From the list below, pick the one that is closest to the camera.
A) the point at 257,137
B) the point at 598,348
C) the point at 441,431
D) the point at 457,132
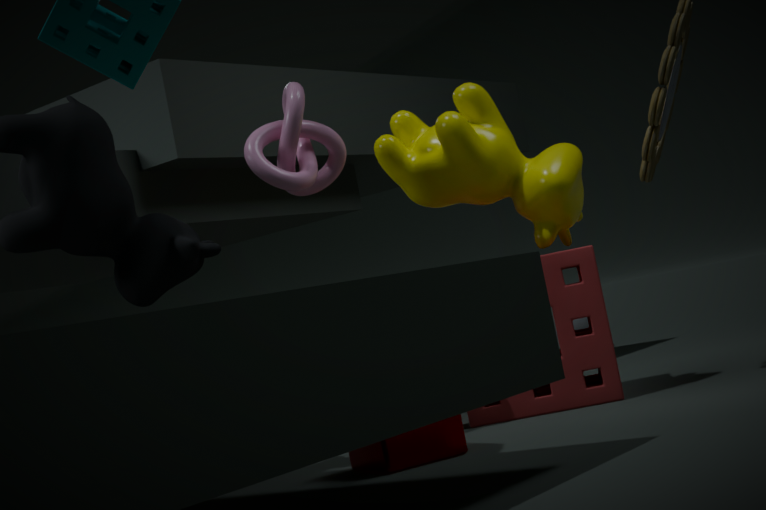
the point at 441,431
